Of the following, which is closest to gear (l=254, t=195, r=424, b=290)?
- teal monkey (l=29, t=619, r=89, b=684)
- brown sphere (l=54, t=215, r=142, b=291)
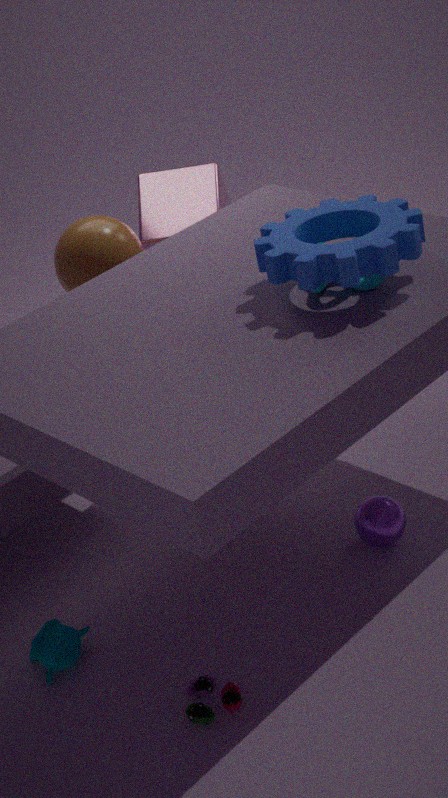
brown sphere (l=54, t=215, r=142, b=291)
